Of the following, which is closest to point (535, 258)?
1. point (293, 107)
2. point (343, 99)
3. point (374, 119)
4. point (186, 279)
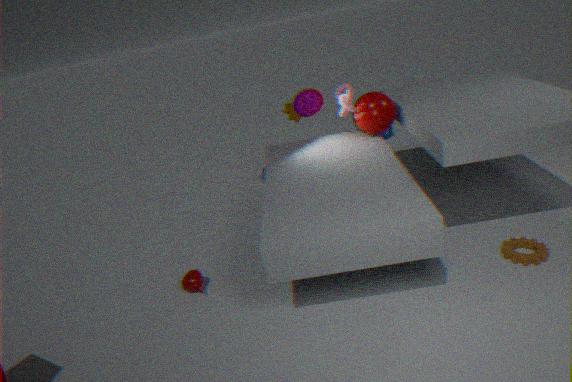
point (374, 119)
